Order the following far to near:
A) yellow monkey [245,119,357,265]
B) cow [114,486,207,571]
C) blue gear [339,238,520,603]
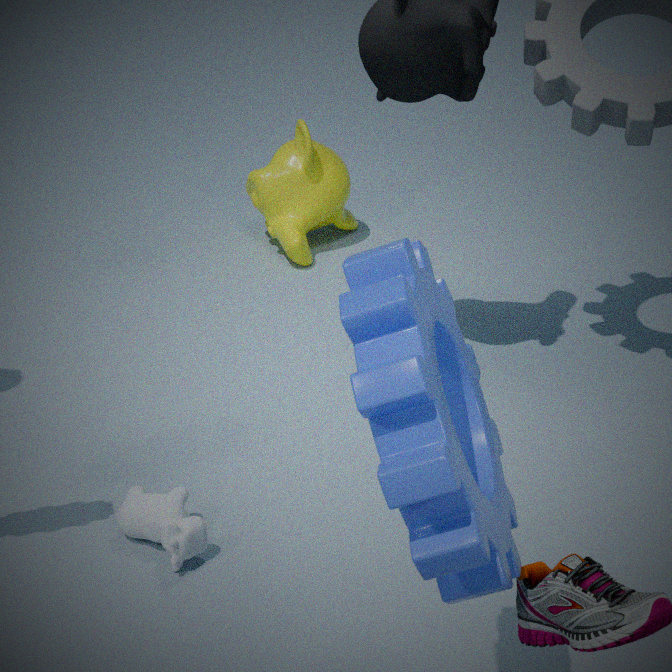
yellow monkey [245,119,357,265] → cow [114,486,207,571] → blue gear [339,238,520,603]
